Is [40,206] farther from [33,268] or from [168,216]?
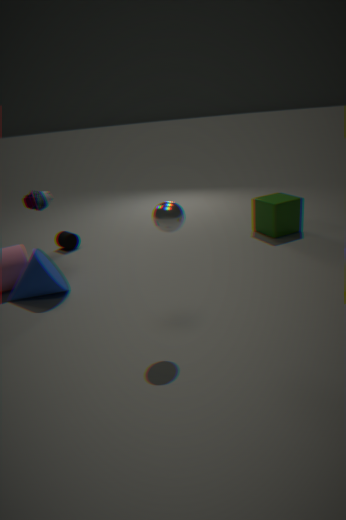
[168,216]
